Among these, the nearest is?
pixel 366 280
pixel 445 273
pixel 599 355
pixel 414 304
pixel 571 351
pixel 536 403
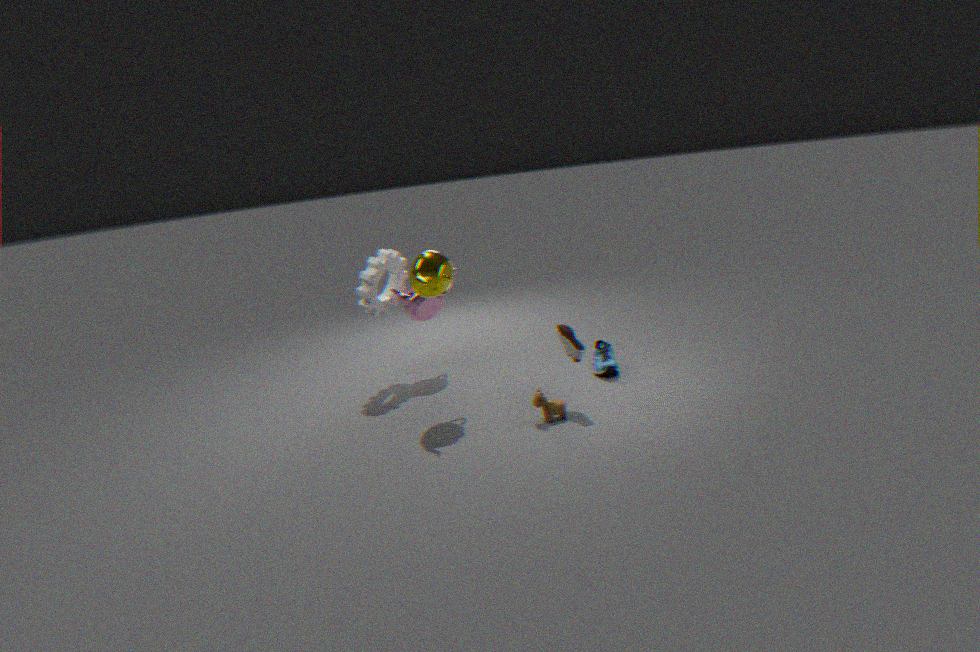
pixel 536 403
